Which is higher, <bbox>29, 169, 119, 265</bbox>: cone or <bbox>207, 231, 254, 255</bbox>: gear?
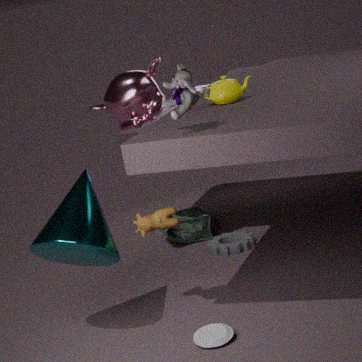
<bbox>29, 169, 119, 265</bbox>: cone
